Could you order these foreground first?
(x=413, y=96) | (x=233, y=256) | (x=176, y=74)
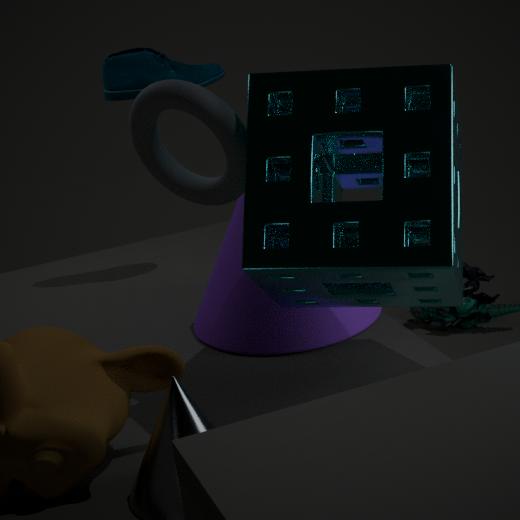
1. (x=413, y=96)
2. (x=233, y=256)
3. (x=176, y=74)
